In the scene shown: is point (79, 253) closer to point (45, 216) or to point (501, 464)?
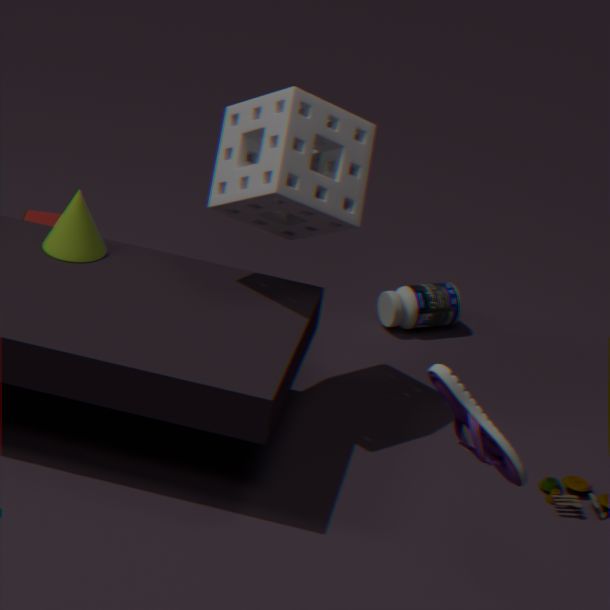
point (45, 216)
